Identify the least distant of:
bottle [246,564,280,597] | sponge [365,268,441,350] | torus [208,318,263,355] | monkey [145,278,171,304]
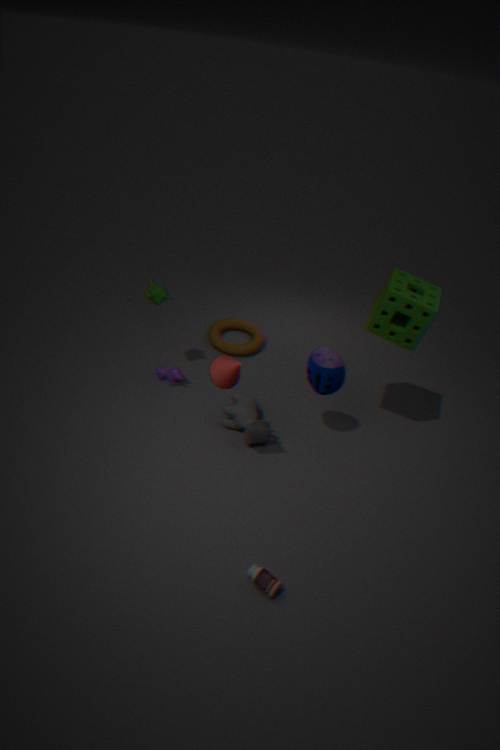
bottle [246,564,280,597]
